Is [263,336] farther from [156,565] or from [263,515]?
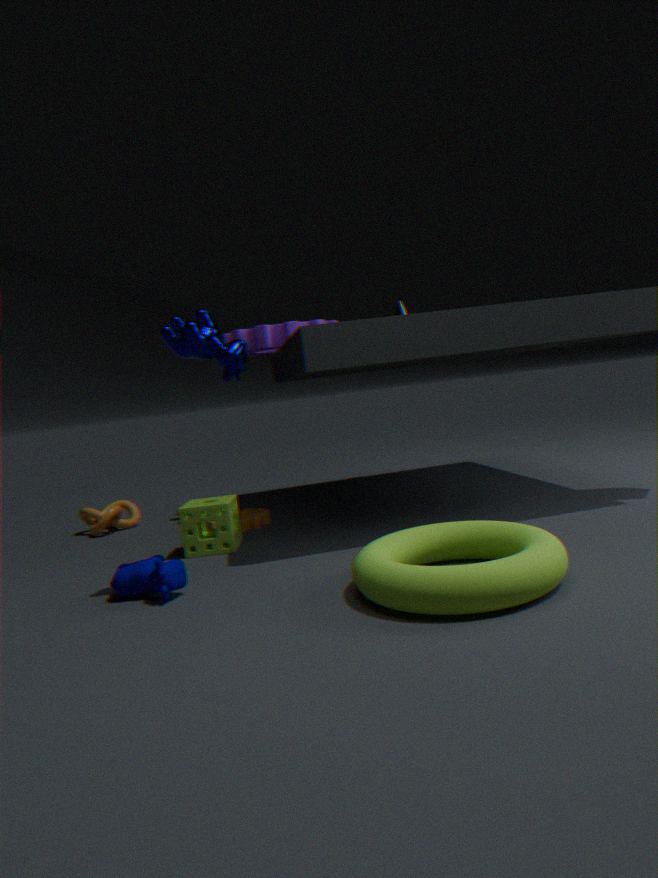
[156,565]
